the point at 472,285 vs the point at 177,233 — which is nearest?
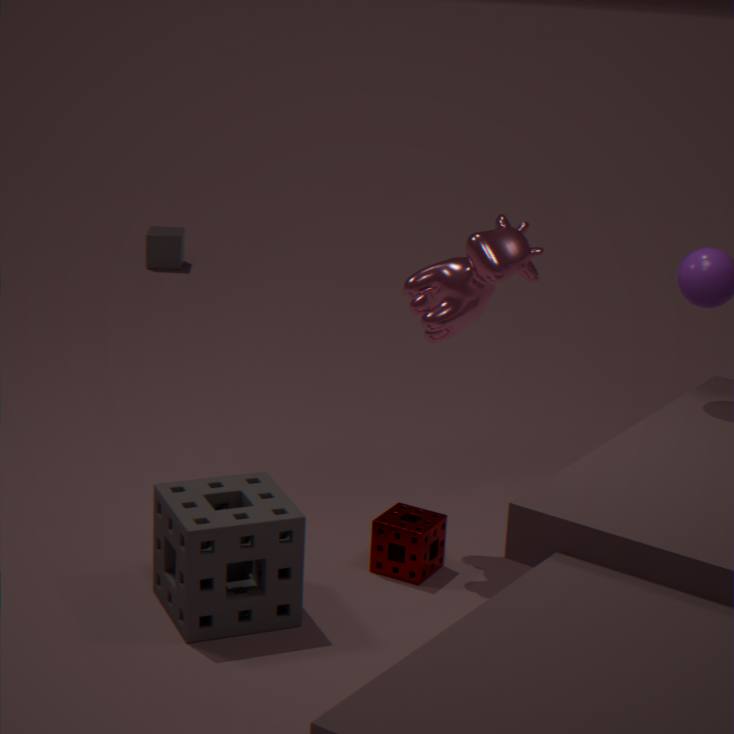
the point at 472,285
